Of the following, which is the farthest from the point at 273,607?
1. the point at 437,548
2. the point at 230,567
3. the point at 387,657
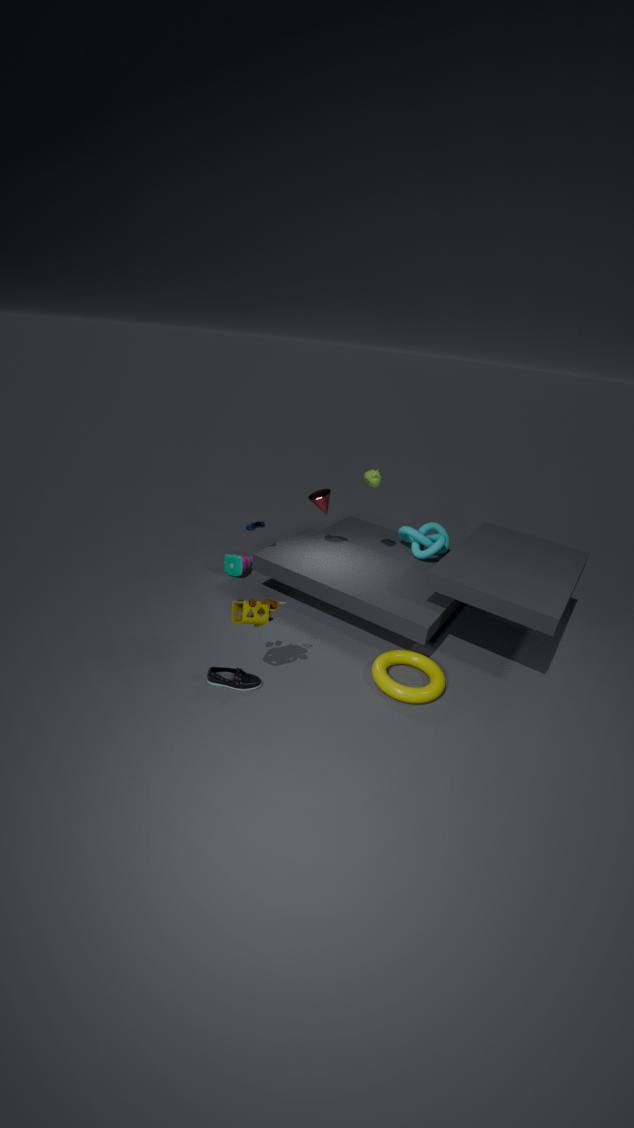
the point at 437,548
